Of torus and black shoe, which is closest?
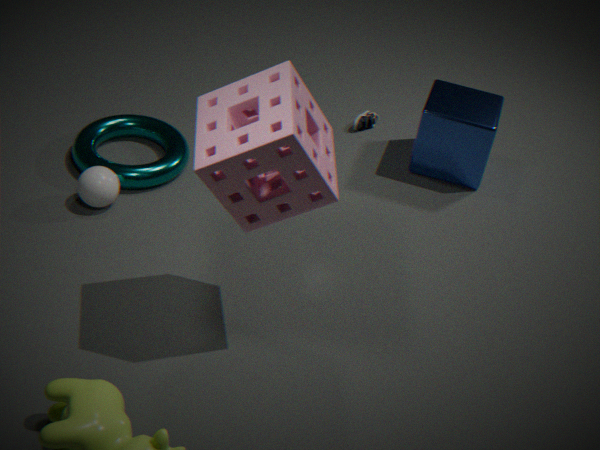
torus
